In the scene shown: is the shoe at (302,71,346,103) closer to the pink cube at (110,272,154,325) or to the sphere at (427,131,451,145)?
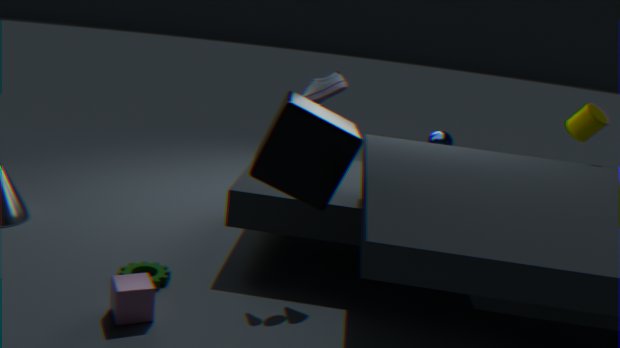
the sphere at (427,131,451,145)
